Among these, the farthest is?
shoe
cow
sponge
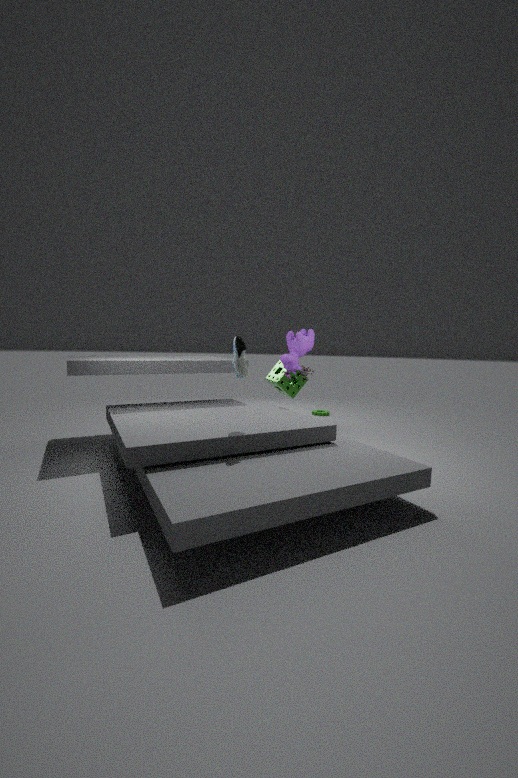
sponge
